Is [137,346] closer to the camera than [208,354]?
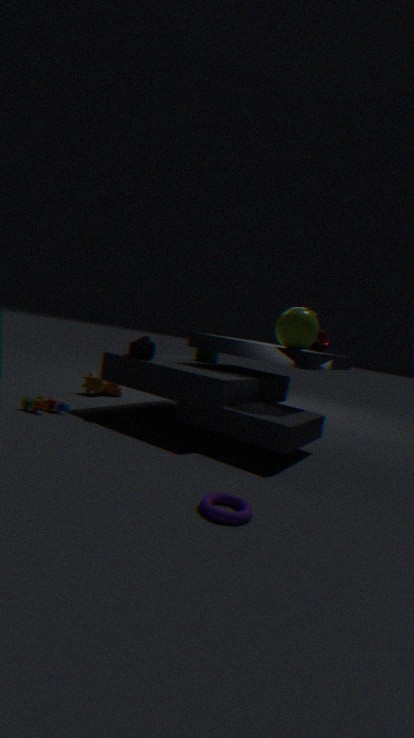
Yes
